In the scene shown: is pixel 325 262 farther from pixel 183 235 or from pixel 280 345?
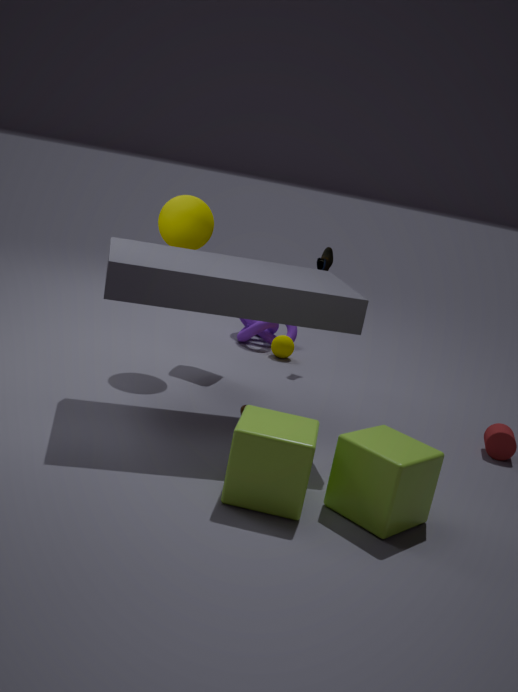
pixel 183 235
